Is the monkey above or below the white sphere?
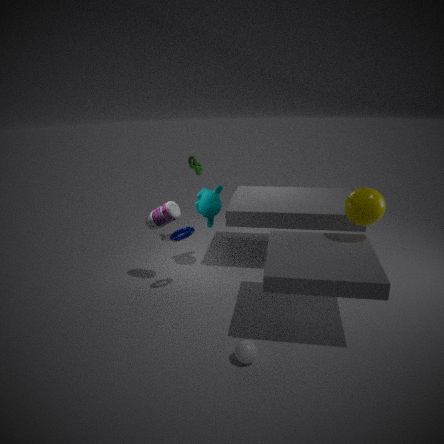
above
